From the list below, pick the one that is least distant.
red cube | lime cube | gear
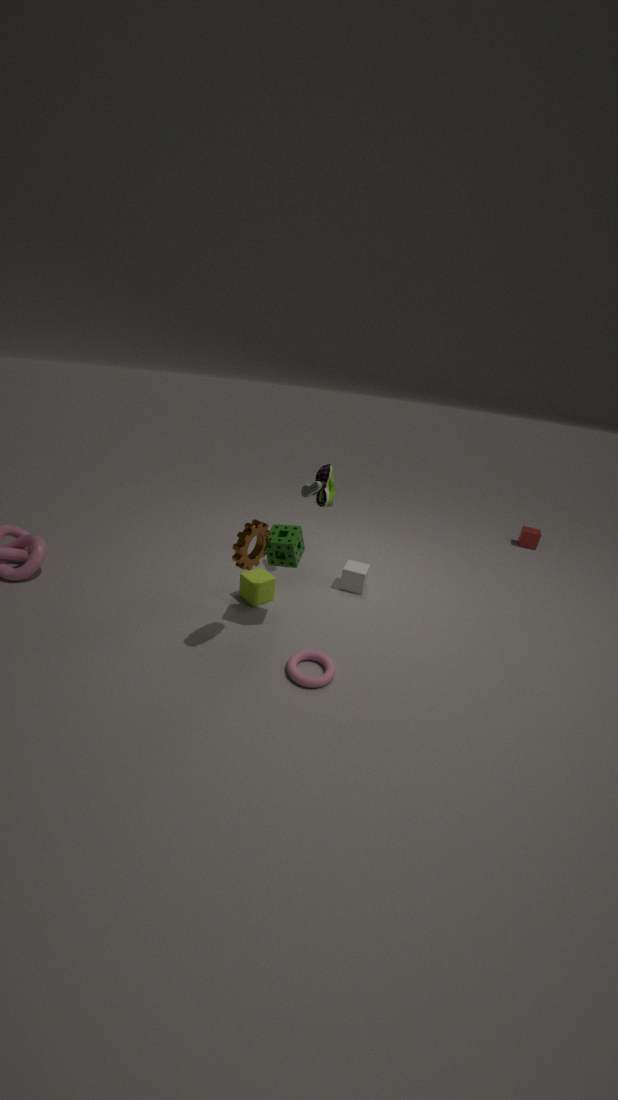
gear
